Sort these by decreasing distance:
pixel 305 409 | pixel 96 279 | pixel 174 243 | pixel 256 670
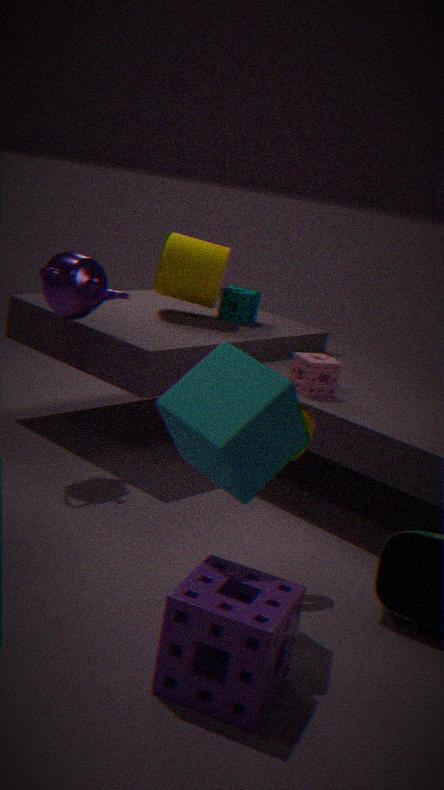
pixel 174 243 < pixel 96 279 < pixel 305 409 < pixel 256 670
